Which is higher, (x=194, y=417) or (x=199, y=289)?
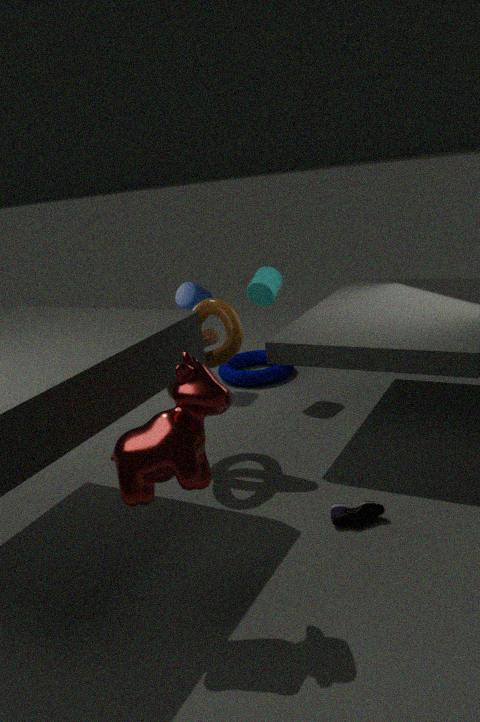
(x=194, y=417)
